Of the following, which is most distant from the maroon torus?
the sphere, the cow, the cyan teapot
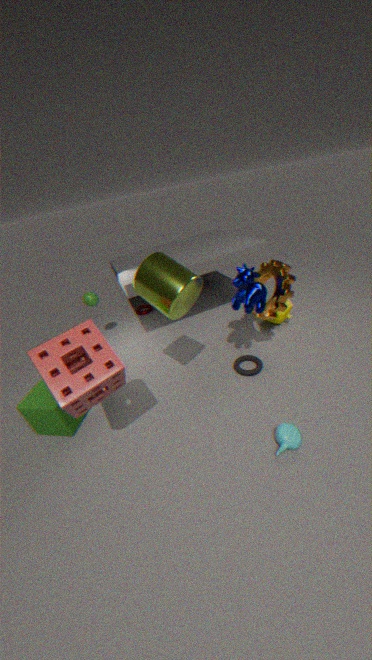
the cyan teapot
